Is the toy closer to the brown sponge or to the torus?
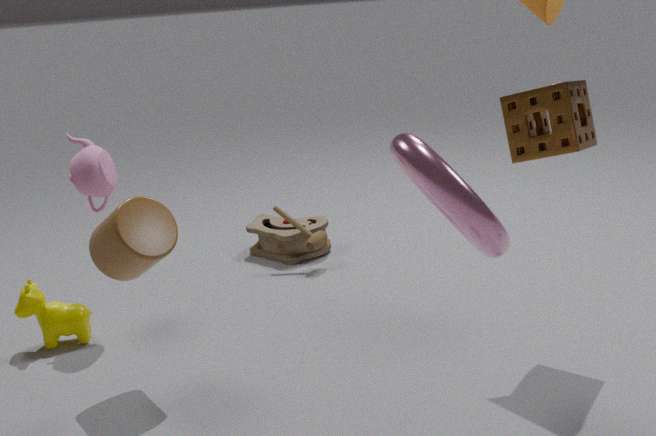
the brown sponge
